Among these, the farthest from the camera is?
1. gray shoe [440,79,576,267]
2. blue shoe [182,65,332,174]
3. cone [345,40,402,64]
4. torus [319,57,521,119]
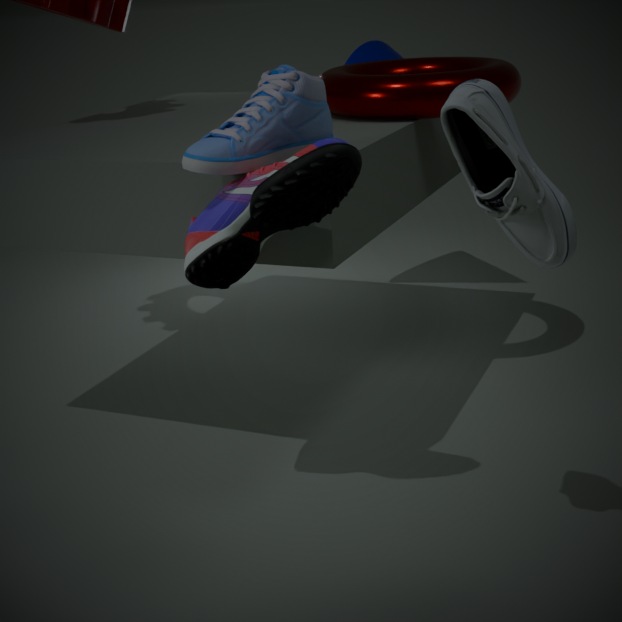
cone [345,40,402,64]
